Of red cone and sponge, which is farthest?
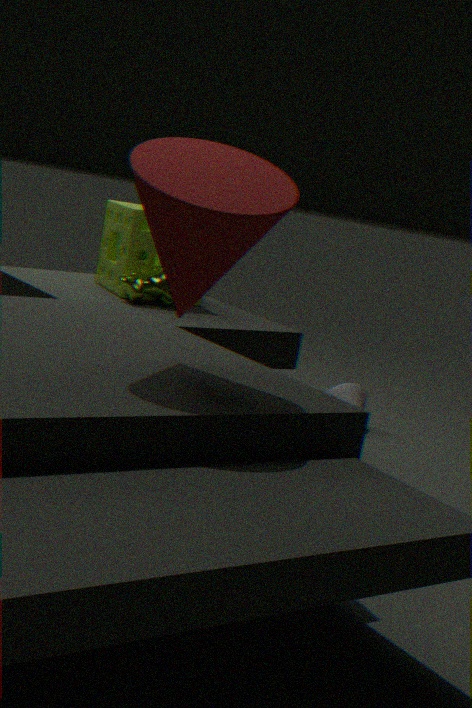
sponge
